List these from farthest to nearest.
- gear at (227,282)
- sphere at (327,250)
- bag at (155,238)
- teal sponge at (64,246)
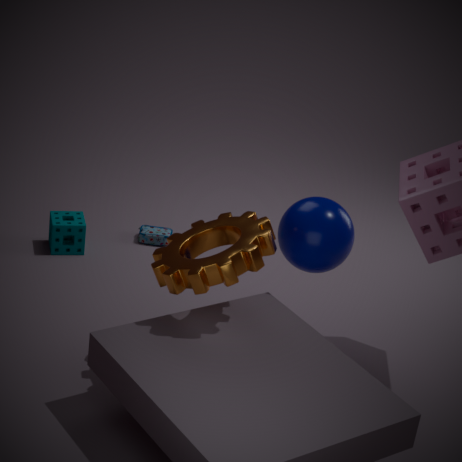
bag at (155,238) < teal sponge at (64,246) < sphere at (327,250) < gear at (227,282)
